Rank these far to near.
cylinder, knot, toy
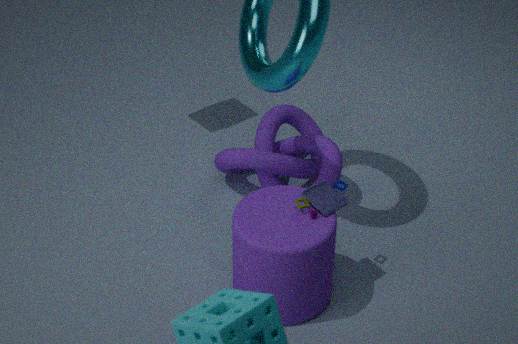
knot, toy, cylinder
